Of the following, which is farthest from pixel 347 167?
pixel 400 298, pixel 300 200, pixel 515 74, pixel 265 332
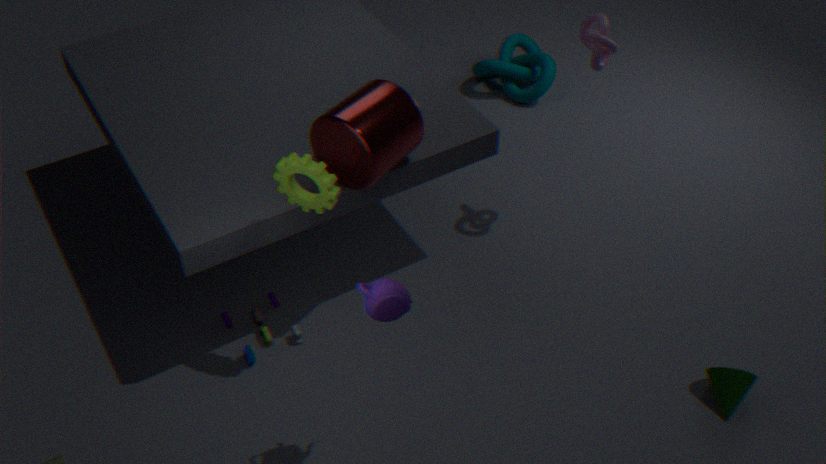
pixel 515 74
